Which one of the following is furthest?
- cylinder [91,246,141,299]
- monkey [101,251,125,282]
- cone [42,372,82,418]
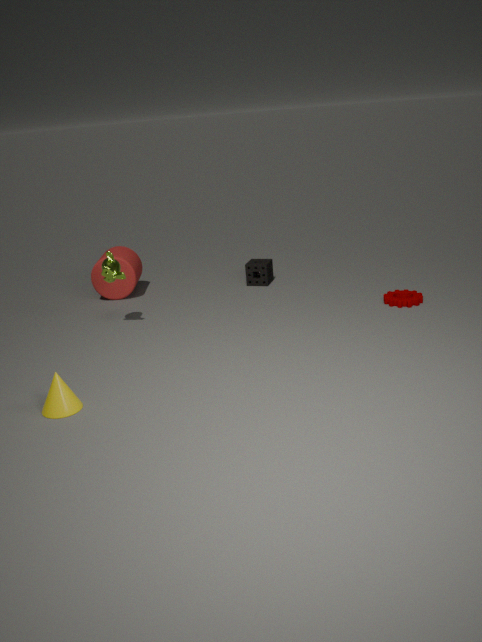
cylinder [91,246,141,299]
